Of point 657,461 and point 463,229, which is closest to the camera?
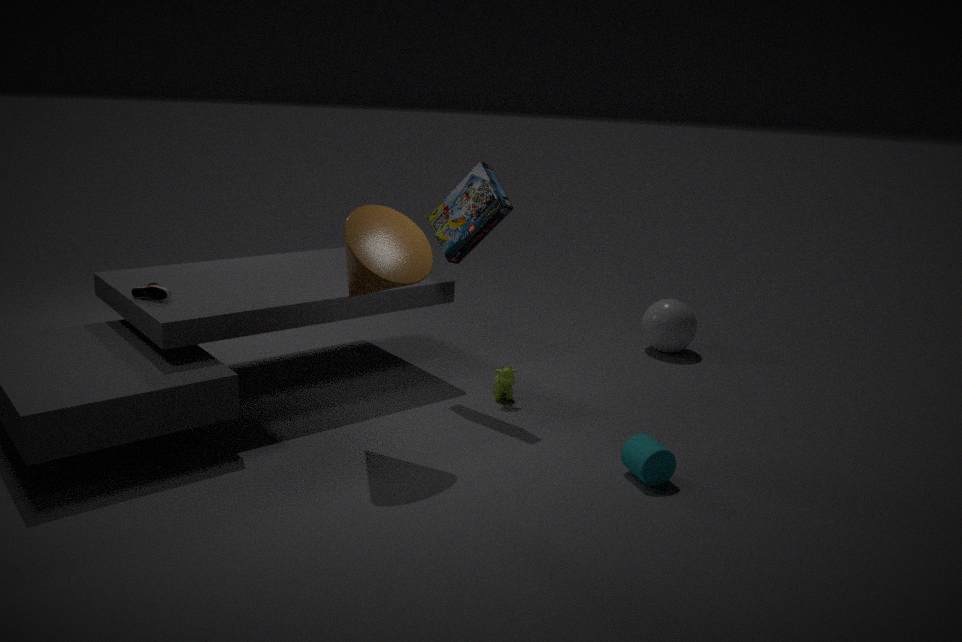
point 657,461
